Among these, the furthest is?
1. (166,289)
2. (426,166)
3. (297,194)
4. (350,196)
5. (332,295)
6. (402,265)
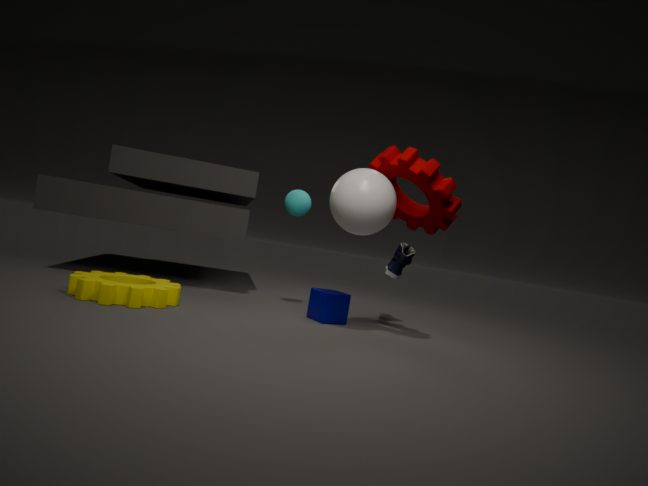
(402,265)
